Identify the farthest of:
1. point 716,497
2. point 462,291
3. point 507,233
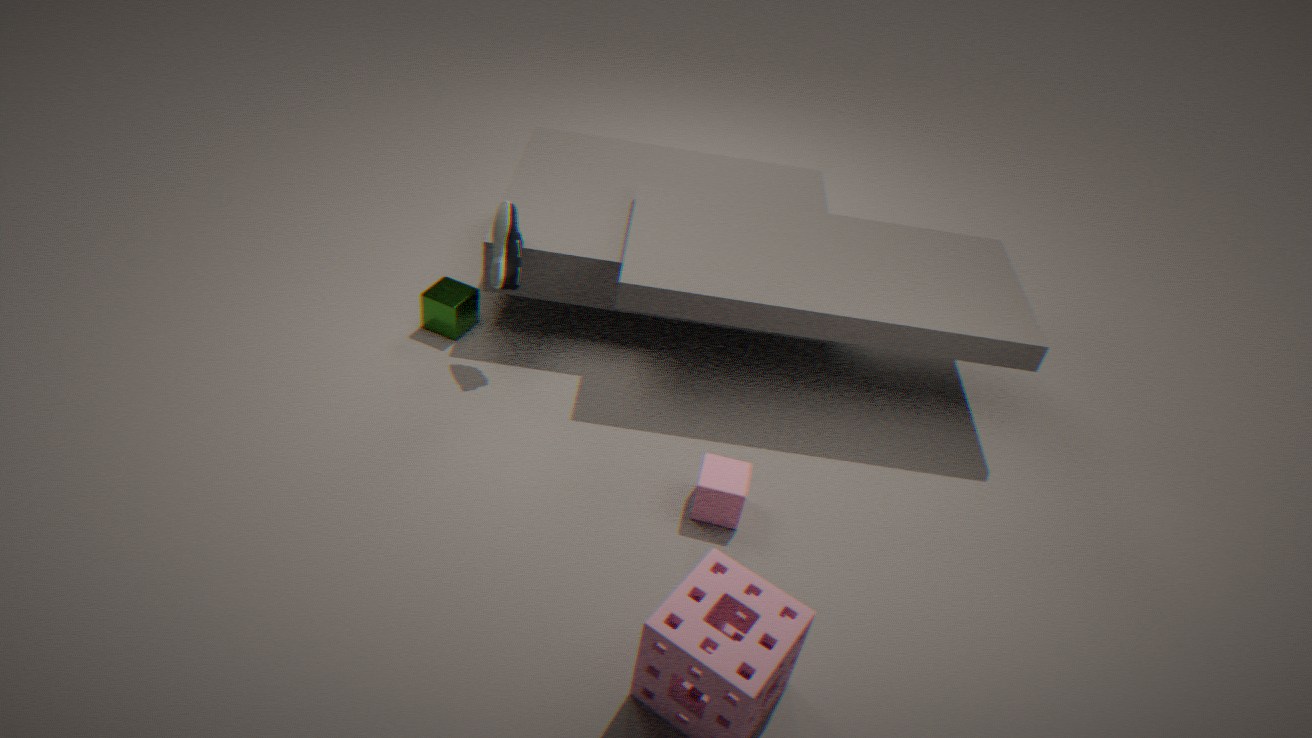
point 462,291
